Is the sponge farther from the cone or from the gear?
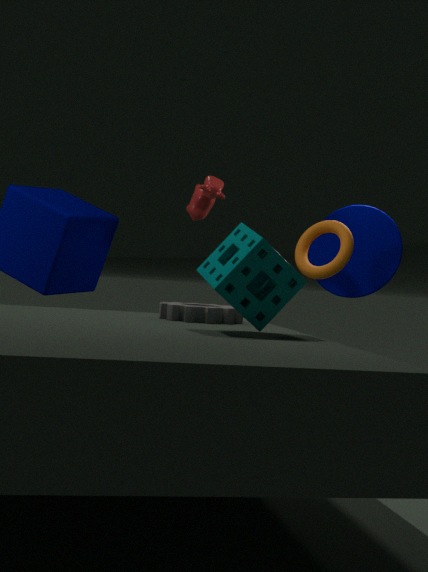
the cone
